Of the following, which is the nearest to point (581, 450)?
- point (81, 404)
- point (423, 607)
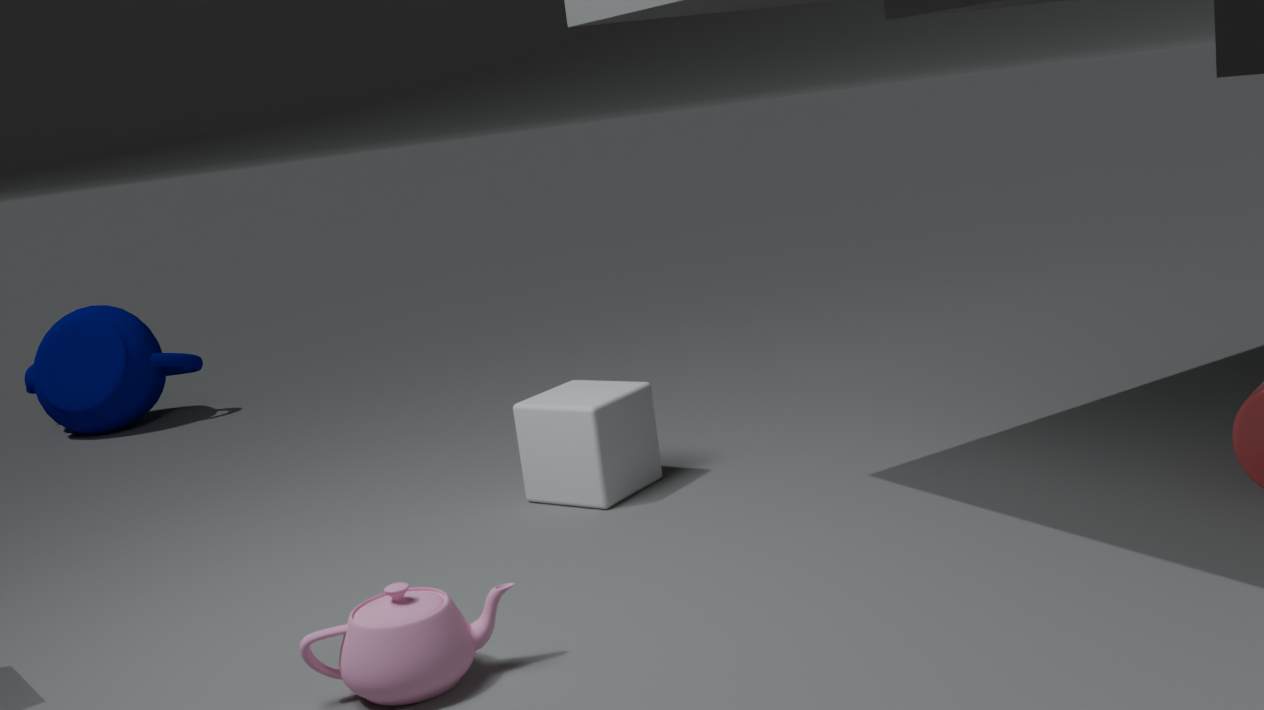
point (423, 607)
